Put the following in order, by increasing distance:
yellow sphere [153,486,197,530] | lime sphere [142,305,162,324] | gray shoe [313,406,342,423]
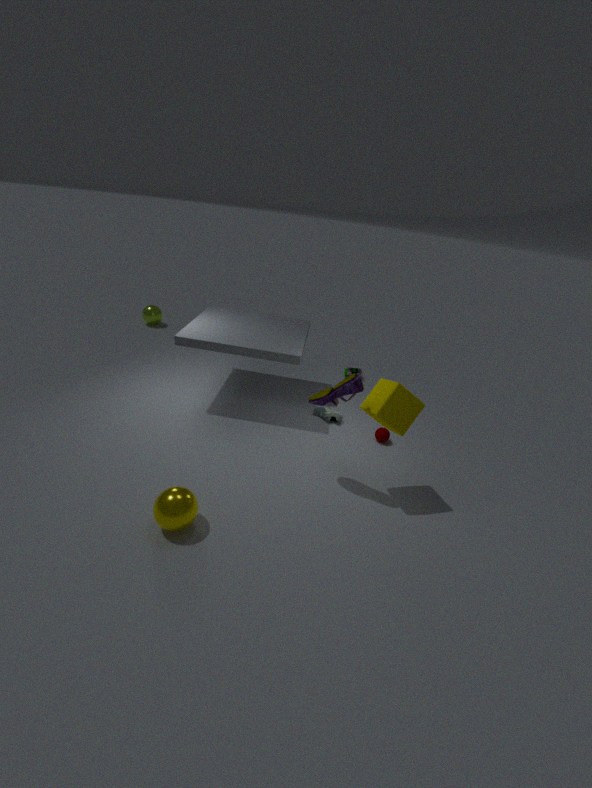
1. yellow sphere [153,486,197,530]
2. gray shoe [313,406,342,423]
3. lime sphere [142,305,162,324]
